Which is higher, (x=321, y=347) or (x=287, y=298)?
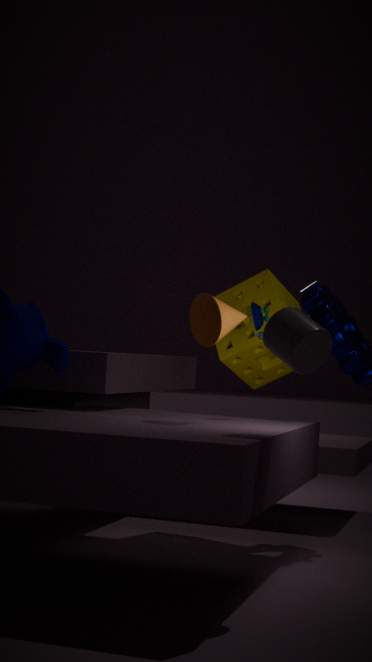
(x=287, y=298)
